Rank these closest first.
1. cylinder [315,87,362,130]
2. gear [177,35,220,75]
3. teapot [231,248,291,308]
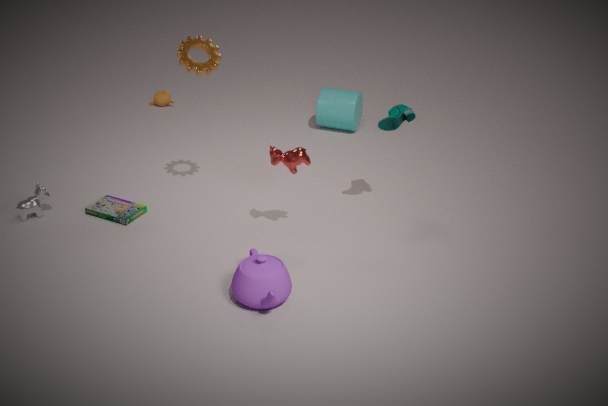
teapot [231,248,291,308] < gear [177,35,220,75] < cylinder [315,87,362,130]
